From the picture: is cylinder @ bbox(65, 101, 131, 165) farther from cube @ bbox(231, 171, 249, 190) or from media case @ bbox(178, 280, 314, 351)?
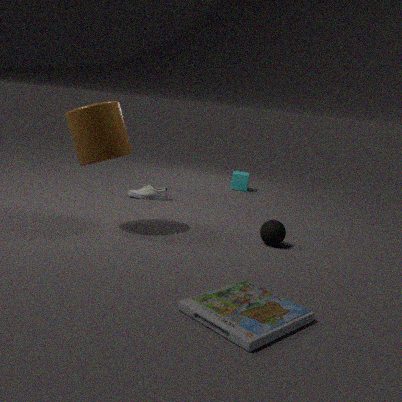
cube @ bbox(231, 171, 249, 190)
